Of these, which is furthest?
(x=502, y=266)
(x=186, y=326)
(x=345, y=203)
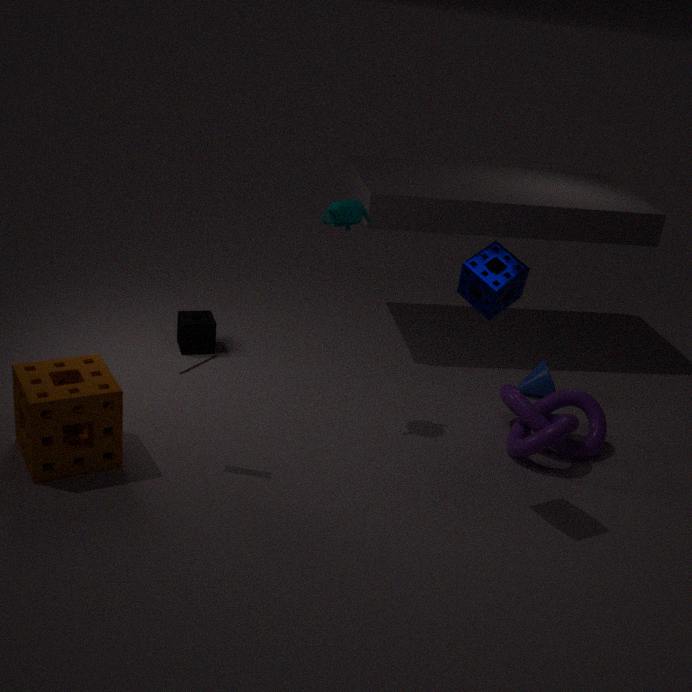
(x=186, y=326)
